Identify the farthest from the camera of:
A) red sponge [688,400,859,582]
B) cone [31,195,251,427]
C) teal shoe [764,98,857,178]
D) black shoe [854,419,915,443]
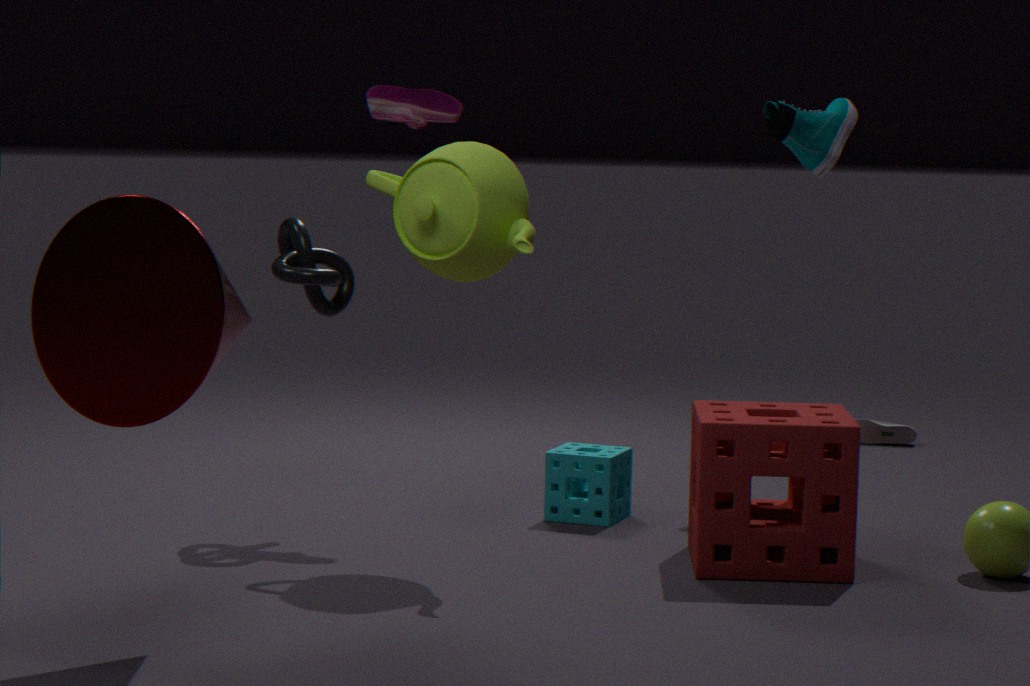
black shoe [854,419,915,443]
